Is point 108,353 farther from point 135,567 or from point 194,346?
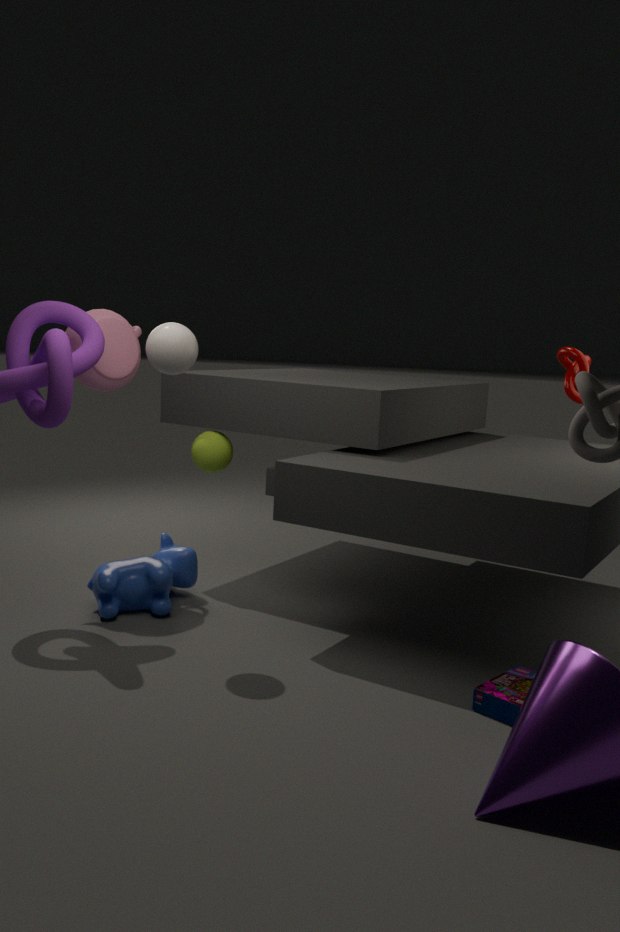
point 135,567
